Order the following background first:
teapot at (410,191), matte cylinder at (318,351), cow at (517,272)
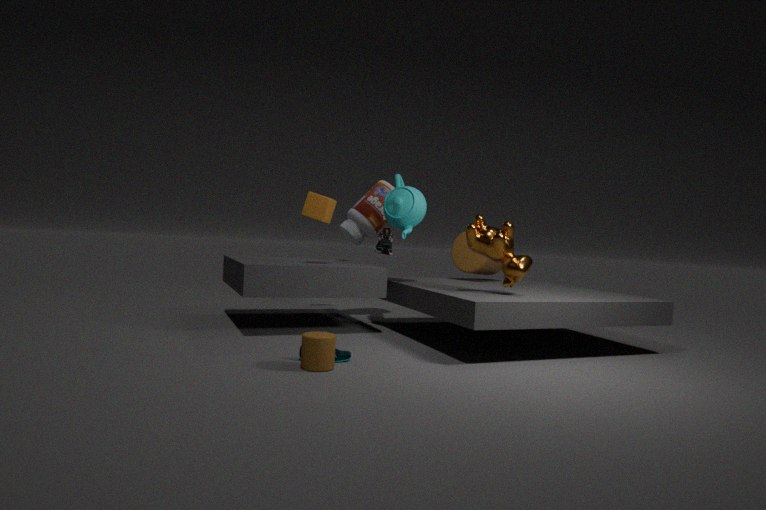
teapot at (410,191) < cow at (517,272) < matte cylinder at (318,351)
